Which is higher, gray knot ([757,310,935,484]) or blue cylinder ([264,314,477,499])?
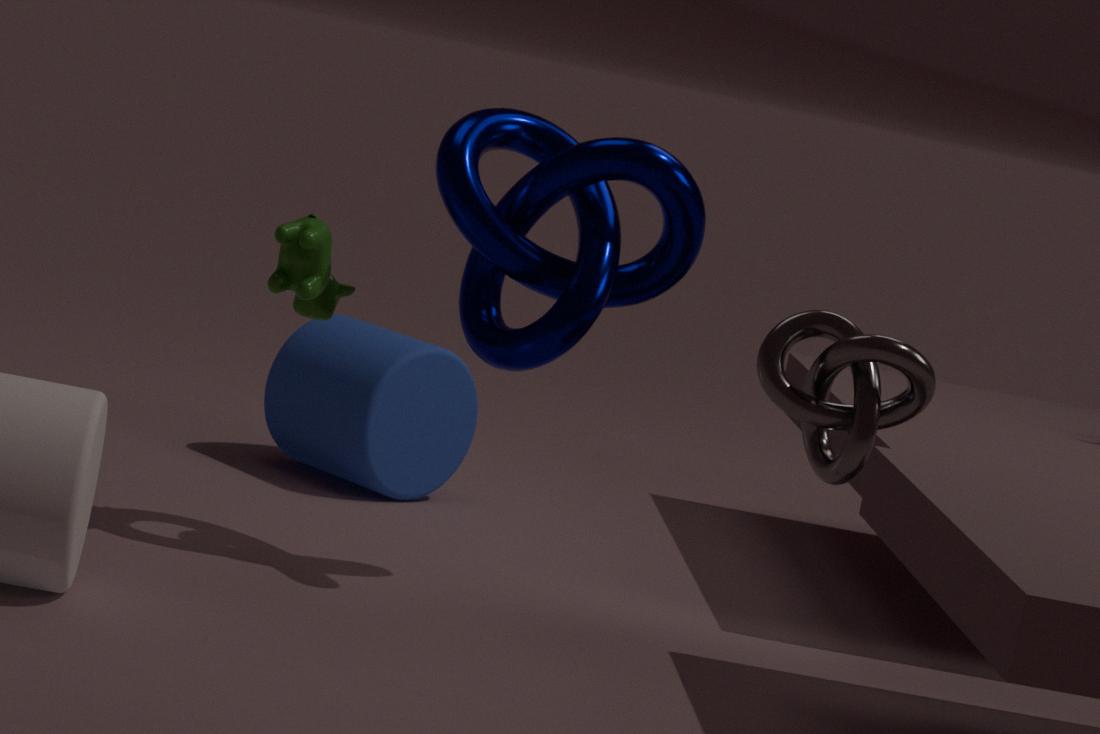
gray knot ([757,310,935,484])
